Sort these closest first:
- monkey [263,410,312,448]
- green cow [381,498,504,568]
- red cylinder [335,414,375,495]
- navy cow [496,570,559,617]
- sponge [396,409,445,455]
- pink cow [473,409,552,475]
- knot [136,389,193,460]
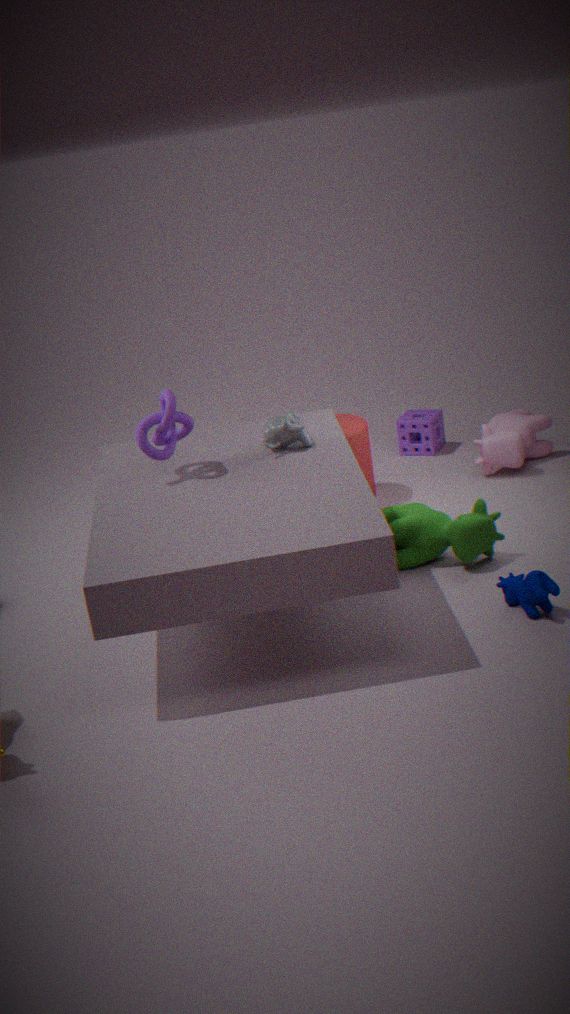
navy cow [496,570,559,617] < knot [136,389,193,460] < green cow [381,498,504,568] < monkey [263,410,312,448] < red cylinder [335,414,375,495] < pink cow [473,409,552,475] < sponge [396,409,445,455]
